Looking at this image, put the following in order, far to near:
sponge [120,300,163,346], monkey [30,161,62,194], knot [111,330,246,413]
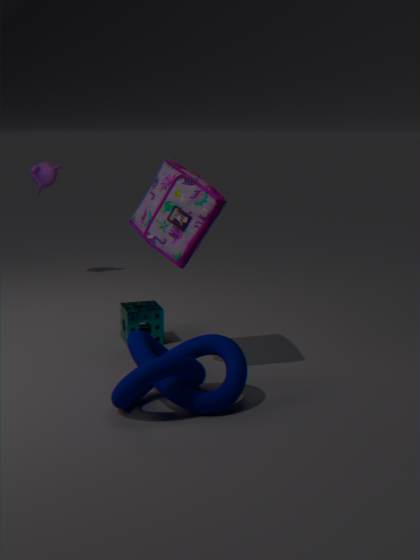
monkey [30,161,62,194] < sponge [120,300,163,346] < knot [111,330,246,413]
